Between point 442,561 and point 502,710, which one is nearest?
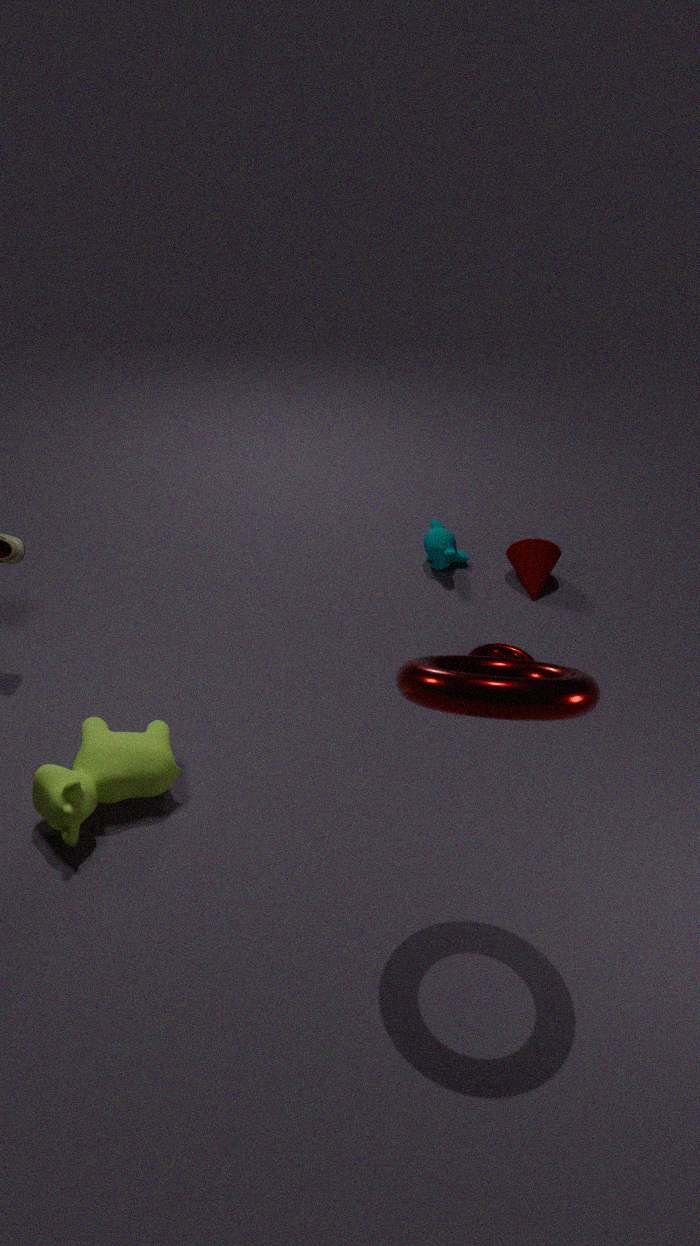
point 502,710
